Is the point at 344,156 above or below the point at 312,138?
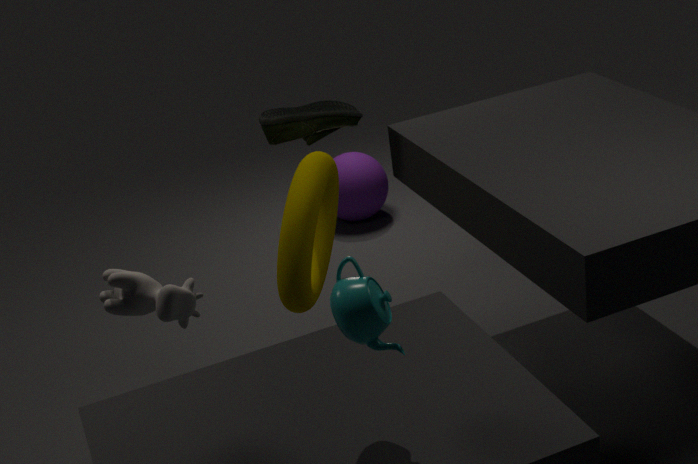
below
